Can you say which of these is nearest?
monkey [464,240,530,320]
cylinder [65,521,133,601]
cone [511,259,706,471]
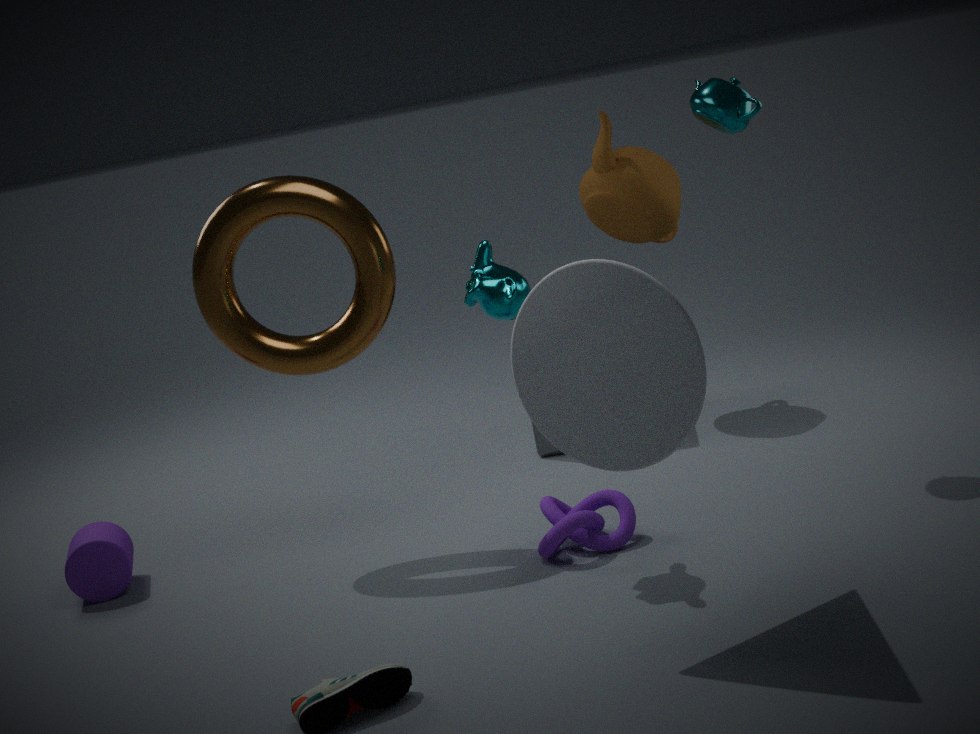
cone [511,259,706,471]
